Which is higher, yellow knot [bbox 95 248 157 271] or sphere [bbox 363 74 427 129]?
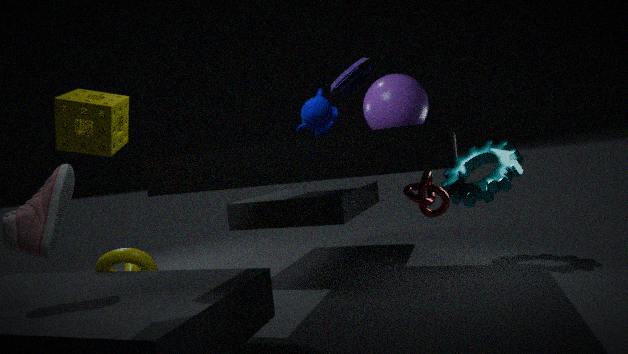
sphere [bbox 363 74 427 129]
